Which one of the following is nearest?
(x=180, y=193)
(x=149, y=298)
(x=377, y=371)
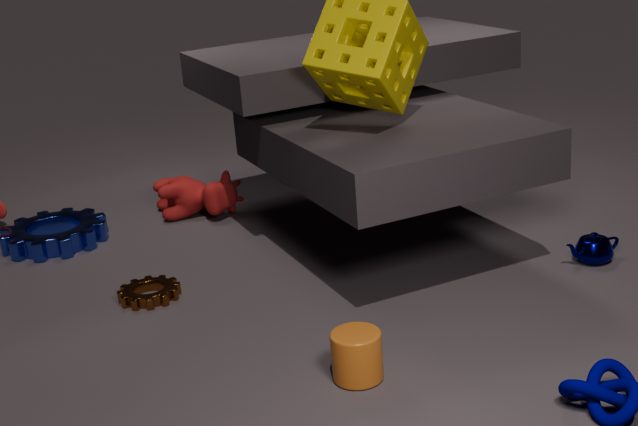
(x=377, y=371)
